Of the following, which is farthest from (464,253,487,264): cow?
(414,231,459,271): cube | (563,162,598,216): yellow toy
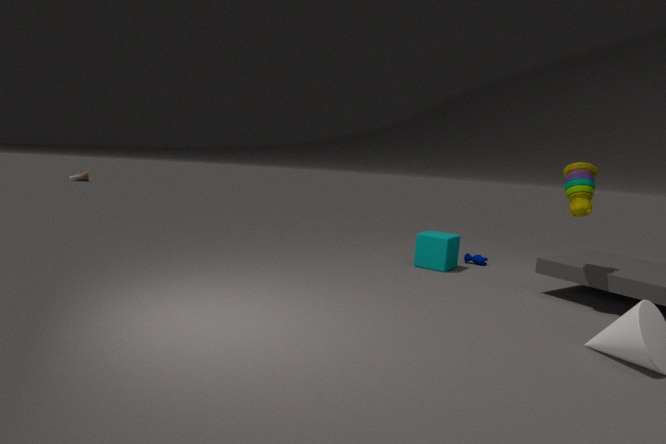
(563,162,598,216): yellow toy
